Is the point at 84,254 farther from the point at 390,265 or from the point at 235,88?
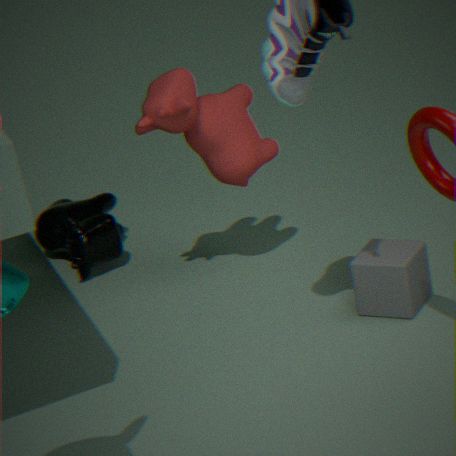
the point at 390,265
